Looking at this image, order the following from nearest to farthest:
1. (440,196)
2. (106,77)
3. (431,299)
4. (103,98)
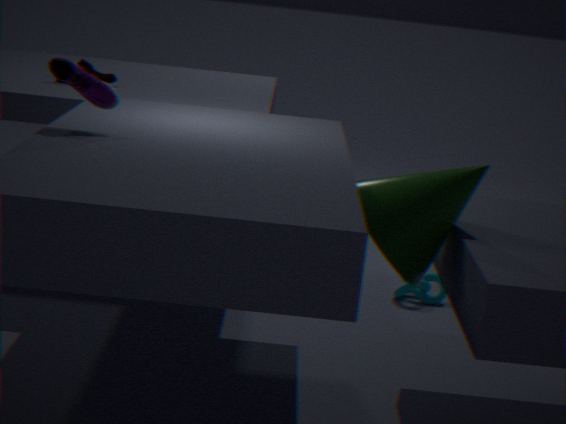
(440,196), (103,98), (106,77), (431,299)
